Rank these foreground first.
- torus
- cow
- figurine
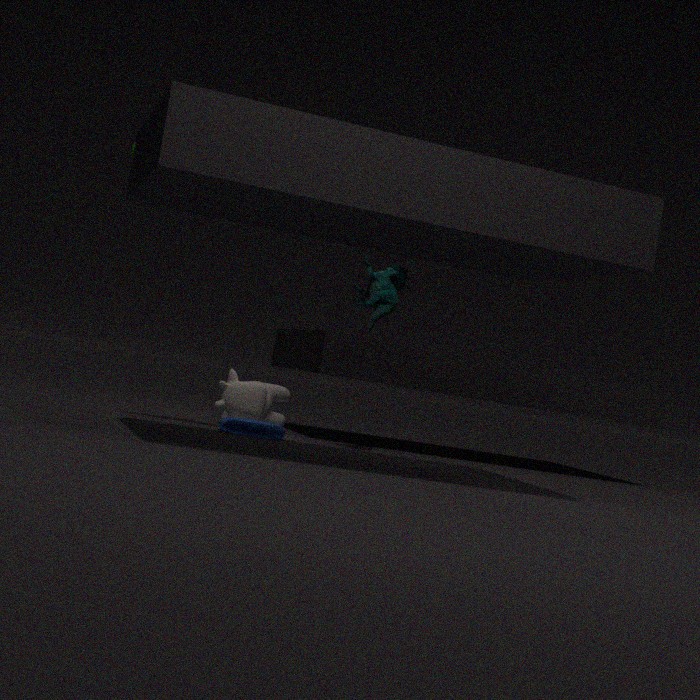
1. figurine
2. torus
3. cow
